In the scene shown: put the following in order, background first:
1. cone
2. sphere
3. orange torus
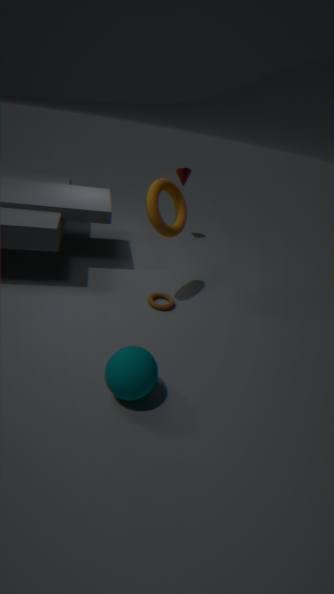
1. cone
2. orange torus
3. sphere
